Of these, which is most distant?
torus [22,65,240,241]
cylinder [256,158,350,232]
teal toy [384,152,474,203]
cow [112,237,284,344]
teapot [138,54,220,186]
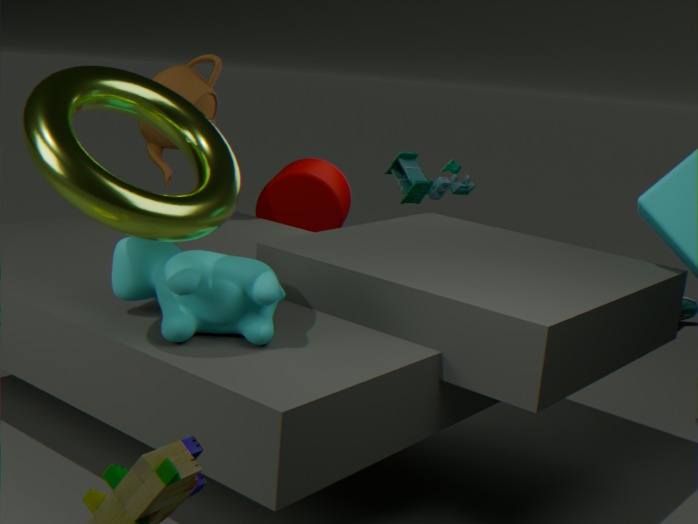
cylinder [256,158,350,232]
